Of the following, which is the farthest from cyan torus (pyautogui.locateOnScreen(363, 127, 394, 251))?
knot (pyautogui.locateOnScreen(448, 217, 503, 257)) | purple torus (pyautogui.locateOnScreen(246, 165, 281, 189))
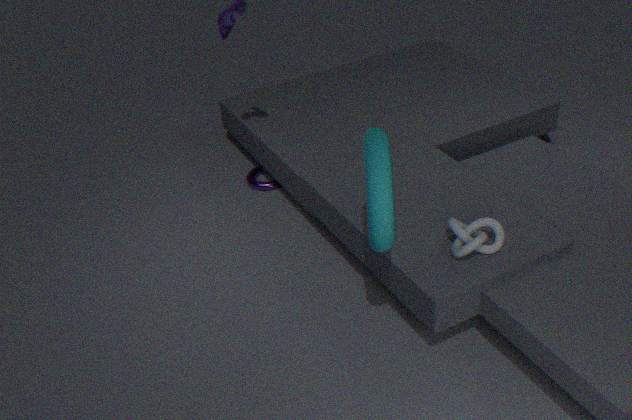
purple torus (pyautogui.locateOnScreen(246, 165, 281, 189))
